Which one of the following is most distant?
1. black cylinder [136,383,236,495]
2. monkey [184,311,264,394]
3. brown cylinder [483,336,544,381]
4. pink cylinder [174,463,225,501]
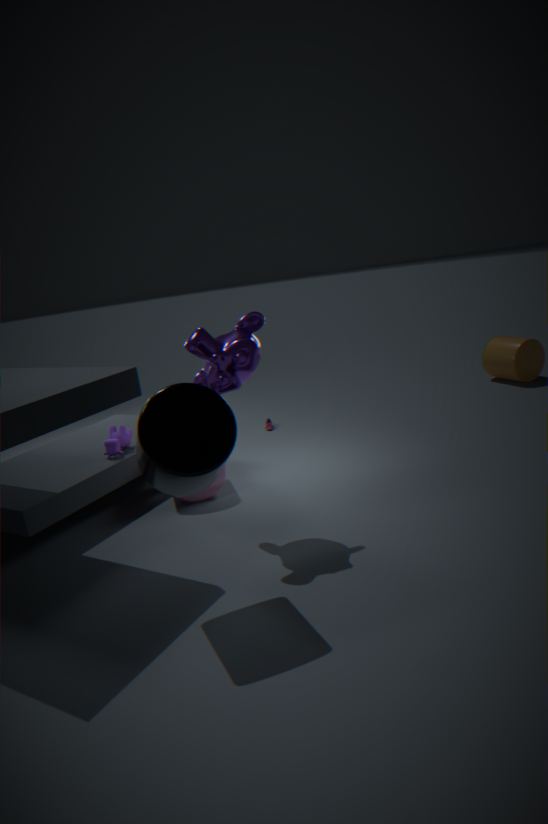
brown cylinder [483,336,544,381]
